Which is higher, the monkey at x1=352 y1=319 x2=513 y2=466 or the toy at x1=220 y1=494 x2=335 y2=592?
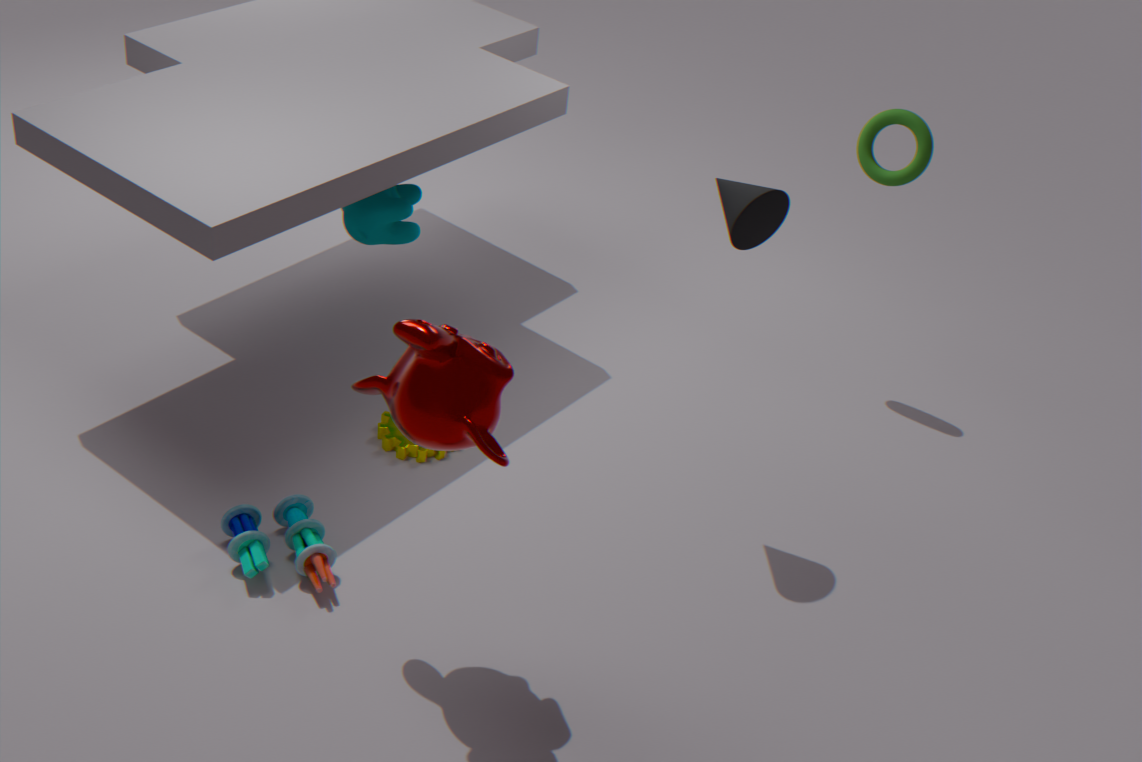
the monkey at x1=352 y1=319 x2=513 y2=466
